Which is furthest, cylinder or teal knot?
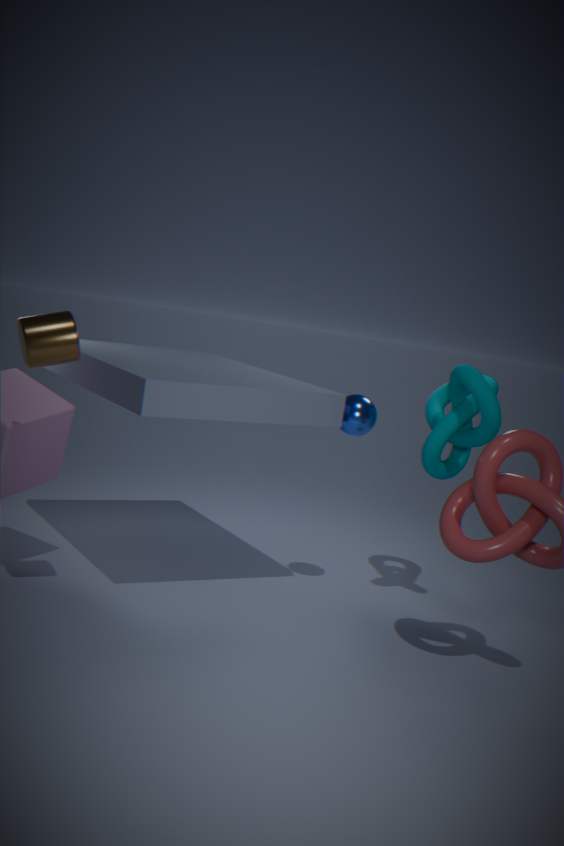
teal knot
